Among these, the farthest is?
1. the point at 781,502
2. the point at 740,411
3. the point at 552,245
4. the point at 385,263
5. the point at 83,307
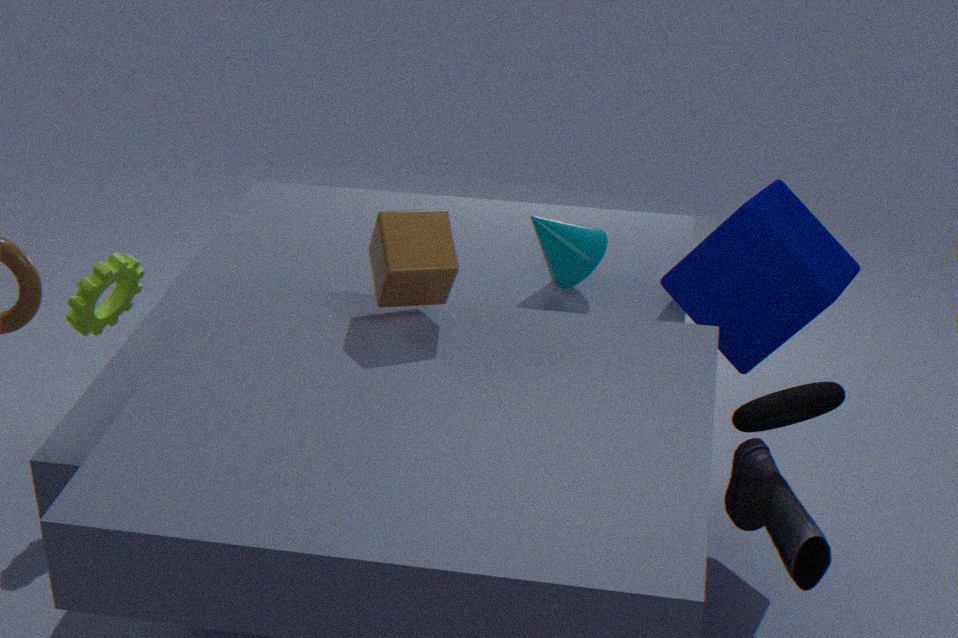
the point at 83,307
